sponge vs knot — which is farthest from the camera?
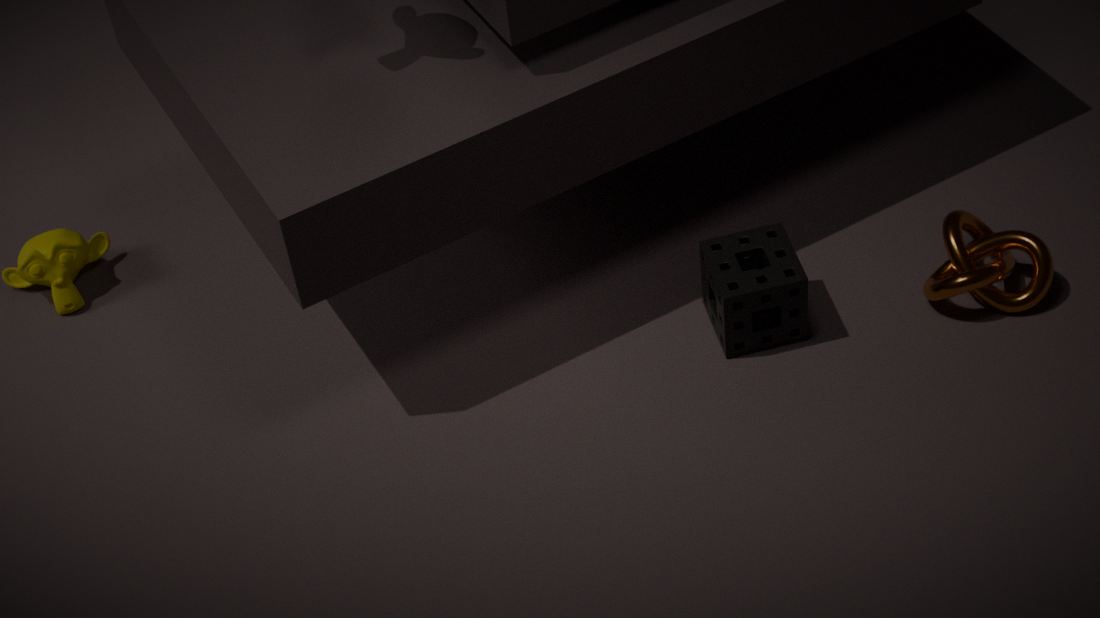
knot
